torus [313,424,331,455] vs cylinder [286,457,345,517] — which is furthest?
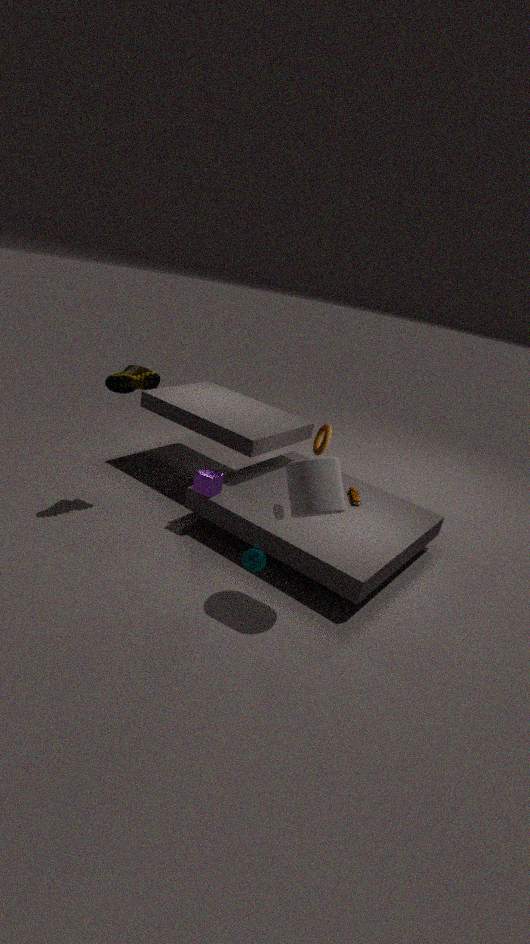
torus [313,424,331,455]
